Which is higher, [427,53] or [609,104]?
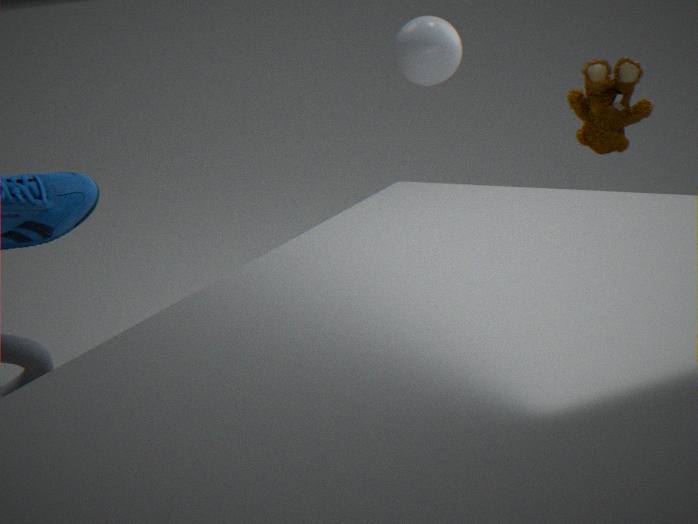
[427,53]
